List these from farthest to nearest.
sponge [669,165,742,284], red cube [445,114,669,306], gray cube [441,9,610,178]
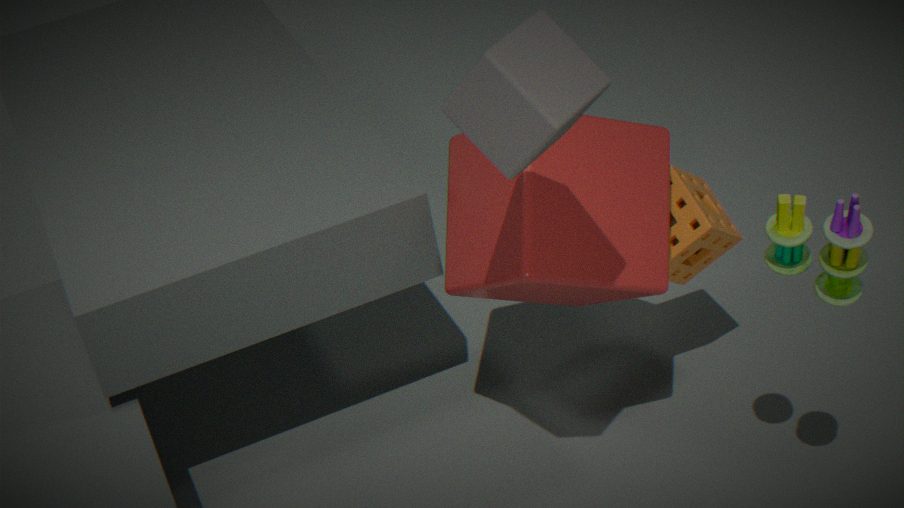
sponge [669,165,742,284] < red cube [445,114,669,306] < gray cube [441,9,610,178]
